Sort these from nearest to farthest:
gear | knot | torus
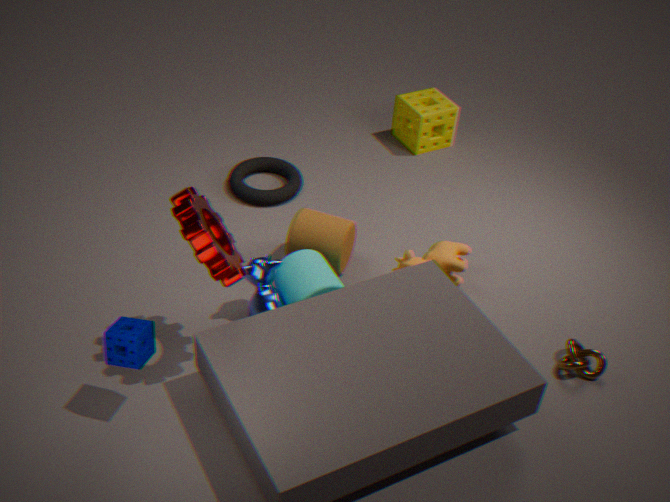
gear < knot < torus
